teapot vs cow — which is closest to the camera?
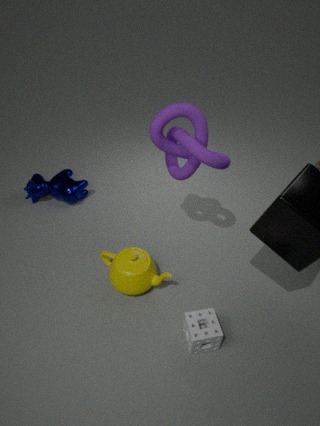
teapot
